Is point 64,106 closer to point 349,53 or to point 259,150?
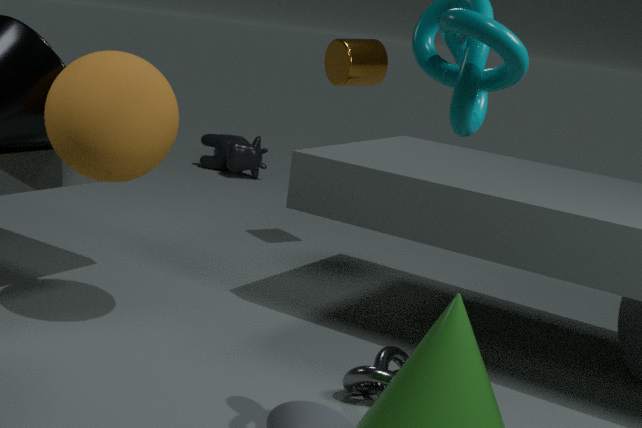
point 349,53
